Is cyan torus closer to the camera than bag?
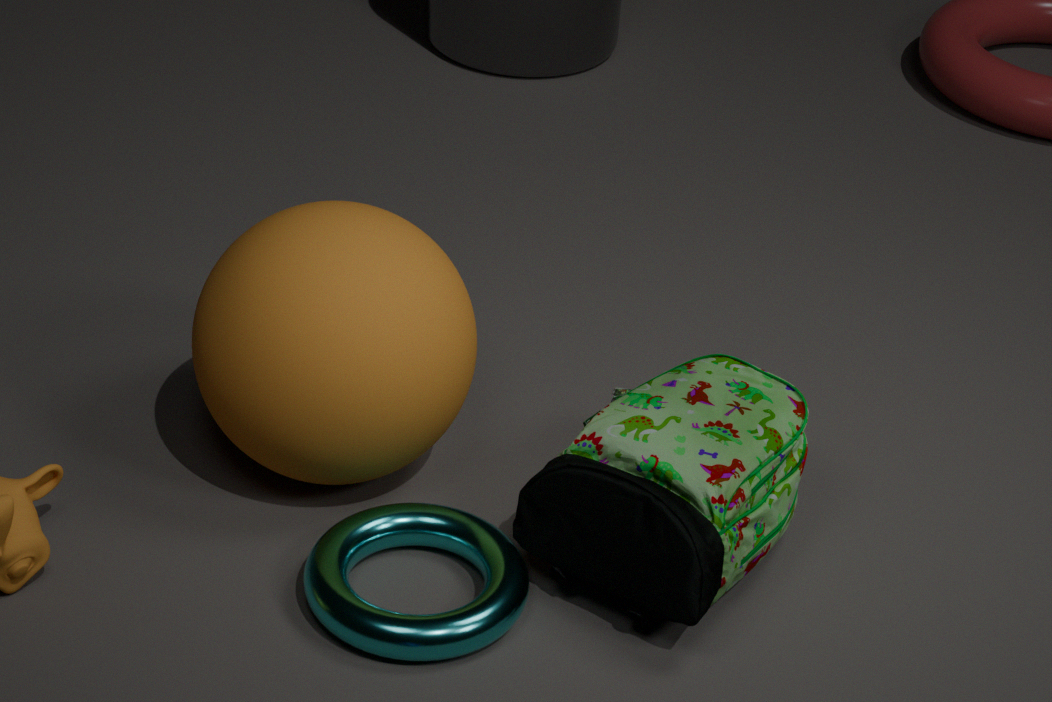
Yes
